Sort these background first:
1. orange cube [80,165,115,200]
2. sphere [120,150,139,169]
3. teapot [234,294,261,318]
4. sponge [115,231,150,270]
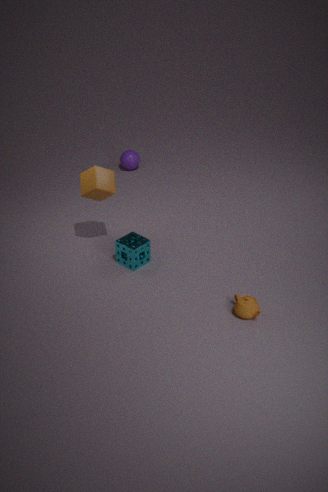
1. sphere [120,150,139,169]
2. sponge [115,231,150,270]
3. orange cube [80,165,115,200]
4. teapot [234,294,261,318]
